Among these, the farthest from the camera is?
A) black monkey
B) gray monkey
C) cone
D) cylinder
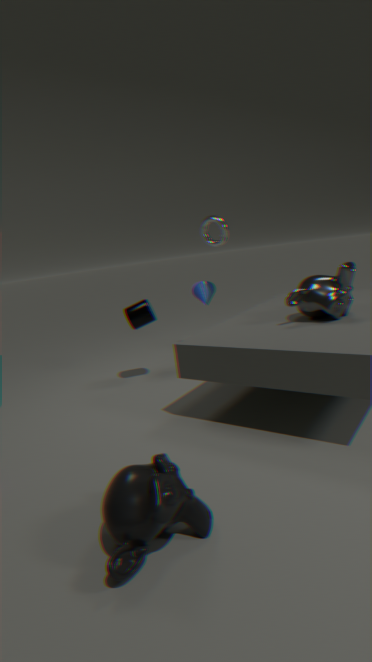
cone
